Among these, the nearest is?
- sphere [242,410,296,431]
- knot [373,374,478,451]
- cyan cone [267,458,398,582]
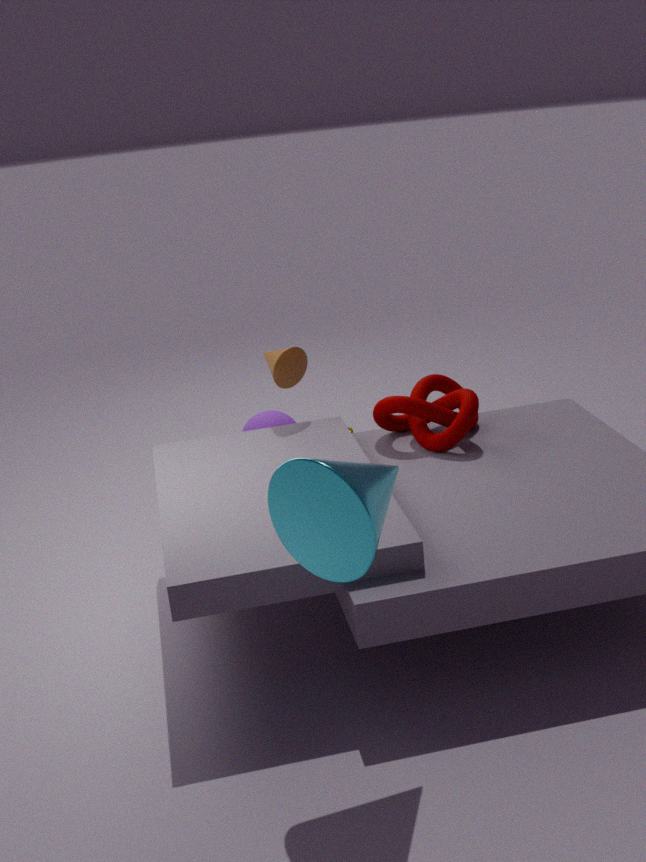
cyan cone [267,458,398,582]
